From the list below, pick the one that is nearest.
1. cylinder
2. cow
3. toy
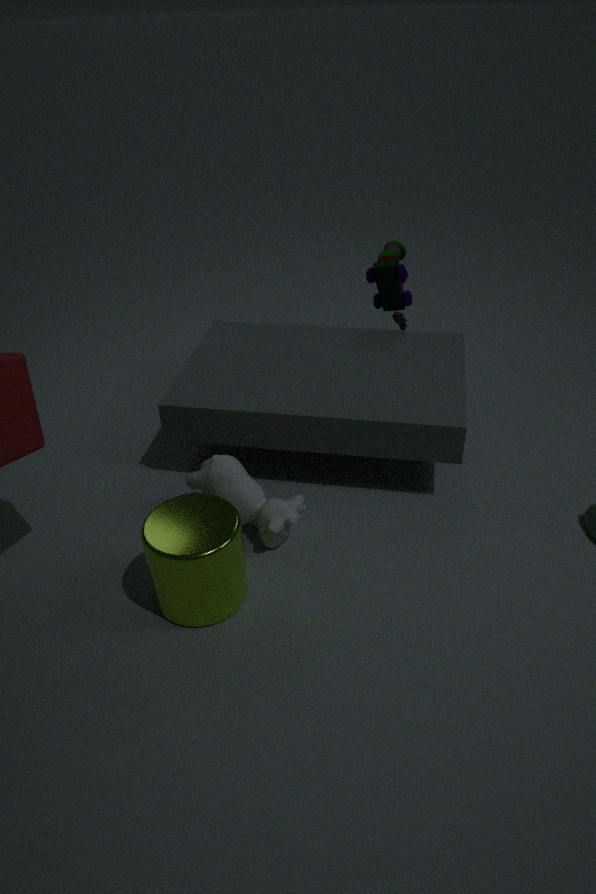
cylinder
